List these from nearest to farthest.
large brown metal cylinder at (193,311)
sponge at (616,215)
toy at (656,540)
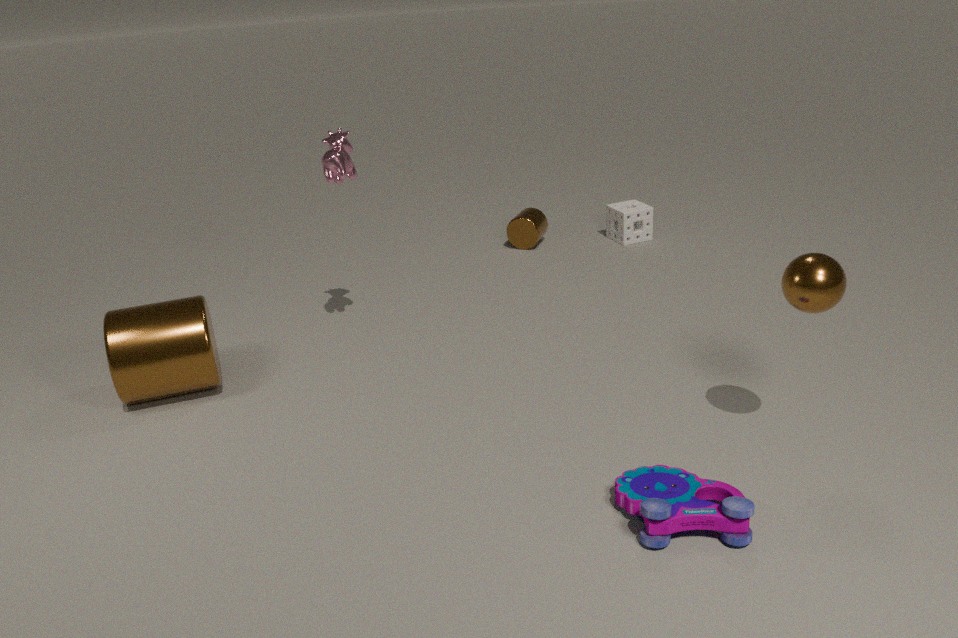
toy at (656,540)
large brown metal cylinder at (193,311)
sponge at (616,215)
